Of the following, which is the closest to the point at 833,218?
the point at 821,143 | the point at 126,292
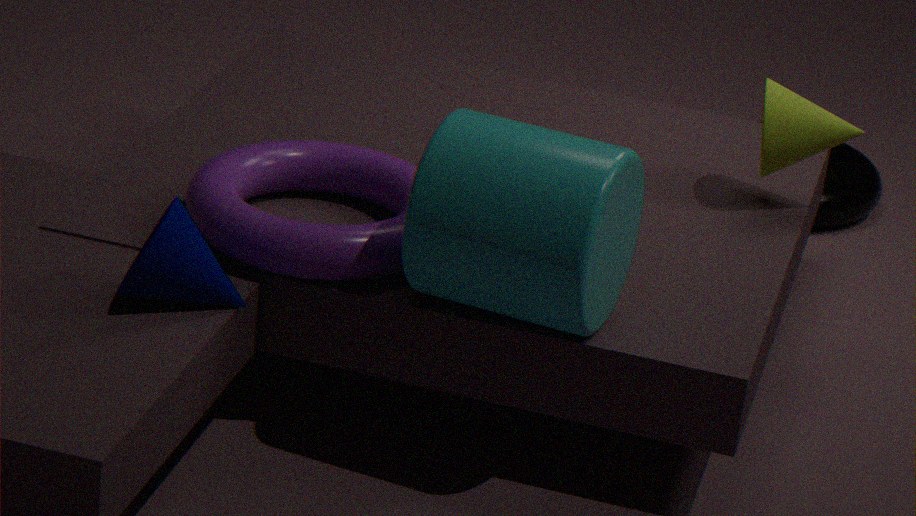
the point at 821,143
